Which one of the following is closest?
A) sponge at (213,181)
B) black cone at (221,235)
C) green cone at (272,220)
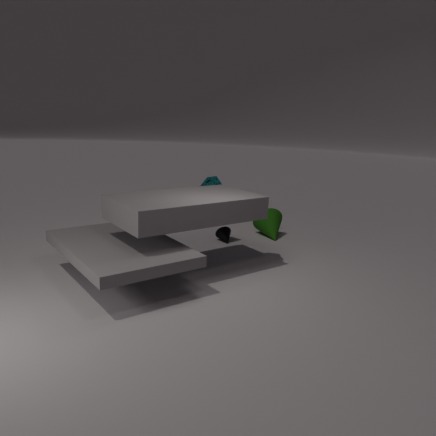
sponge at (213,181)
